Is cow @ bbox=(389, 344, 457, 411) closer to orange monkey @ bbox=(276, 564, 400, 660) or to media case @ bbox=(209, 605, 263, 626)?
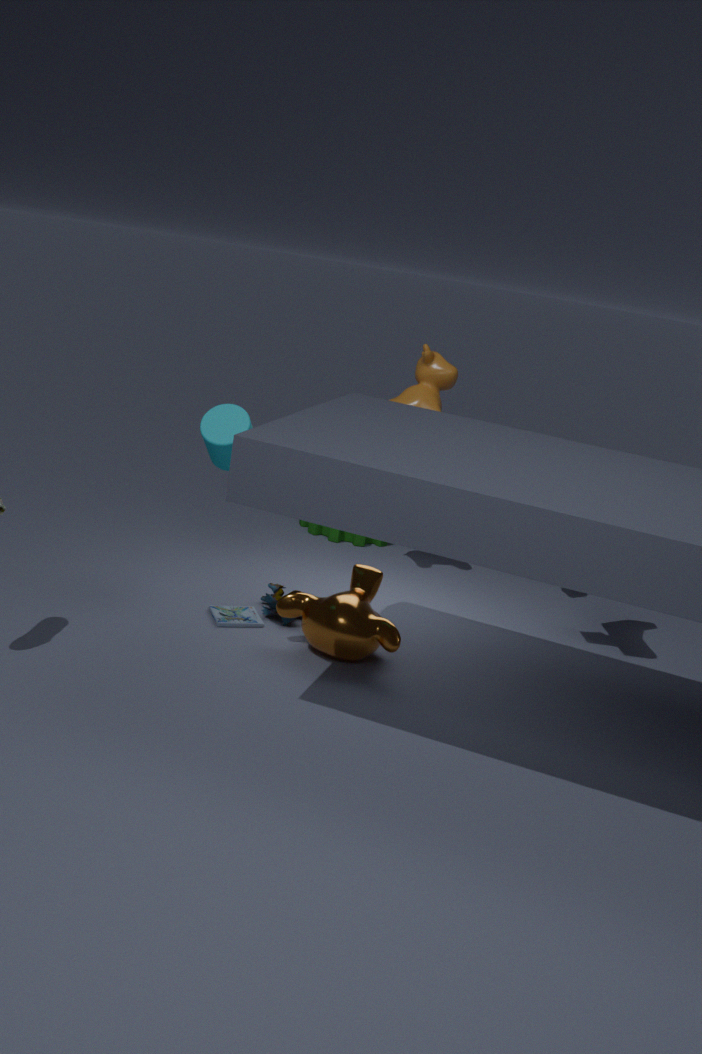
orange monkey @ bbox=(276, 564, 400, 660)
